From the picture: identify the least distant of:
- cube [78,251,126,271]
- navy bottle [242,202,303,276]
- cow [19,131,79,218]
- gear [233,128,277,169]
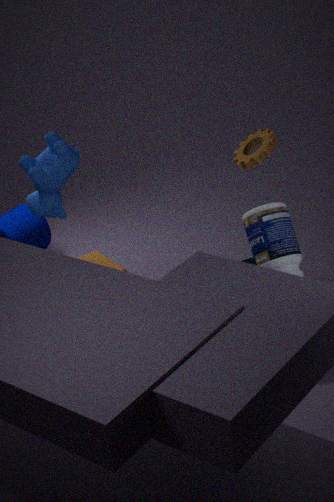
navy bottle [242,202,303,276]
